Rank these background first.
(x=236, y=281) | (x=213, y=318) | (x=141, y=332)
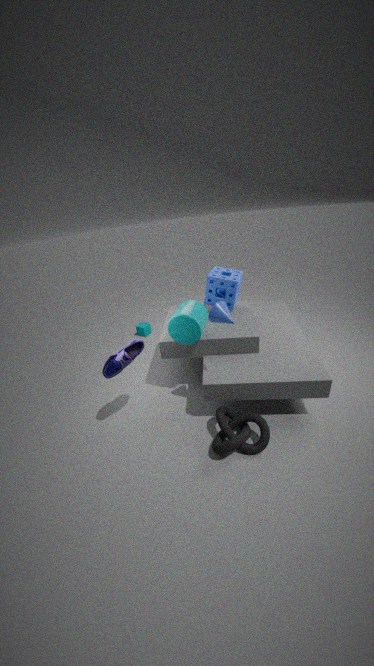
(x=141, y=332) → (x=236, y=281) → (x=213, y=318)
